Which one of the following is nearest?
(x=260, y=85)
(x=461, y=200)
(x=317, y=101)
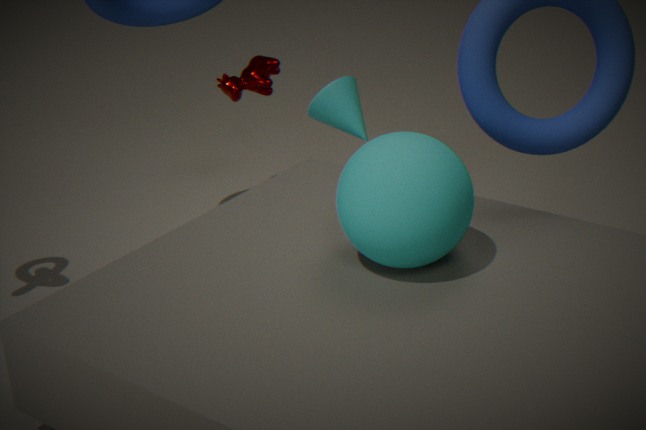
(x=461, y=200)
